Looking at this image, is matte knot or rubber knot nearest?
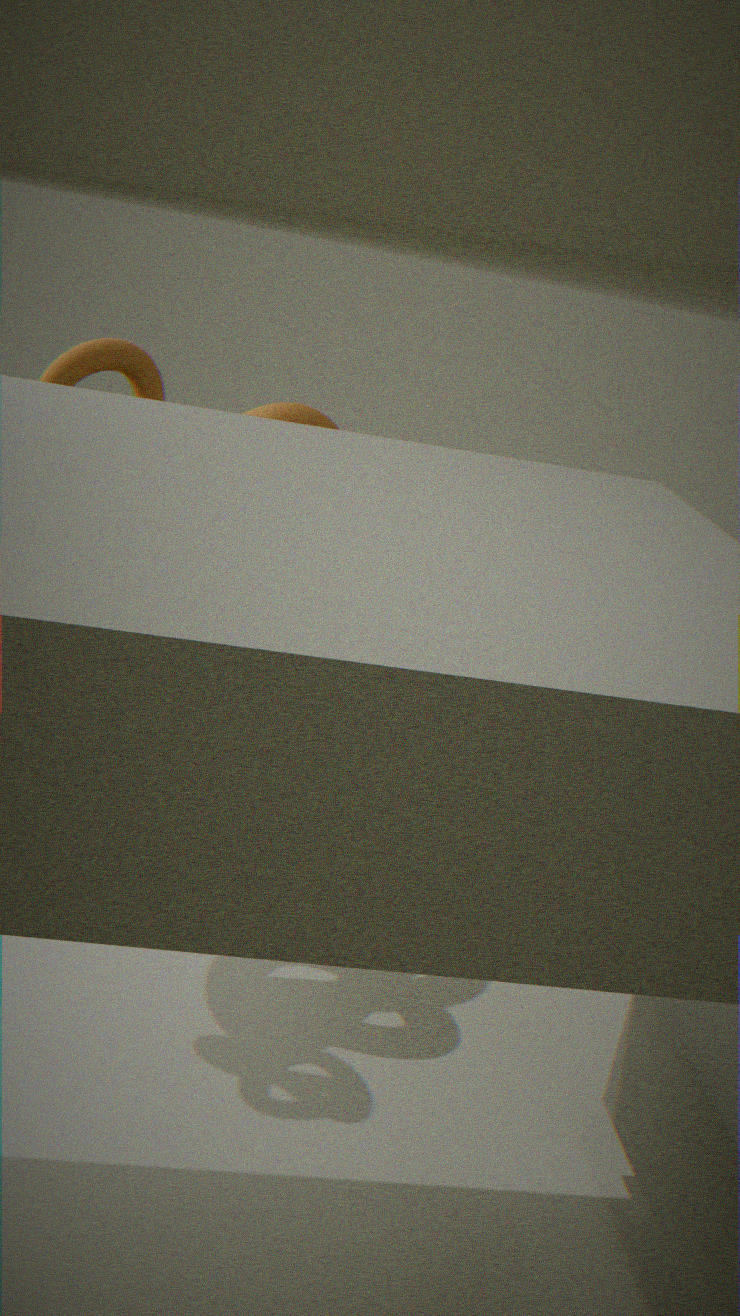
matte knot
